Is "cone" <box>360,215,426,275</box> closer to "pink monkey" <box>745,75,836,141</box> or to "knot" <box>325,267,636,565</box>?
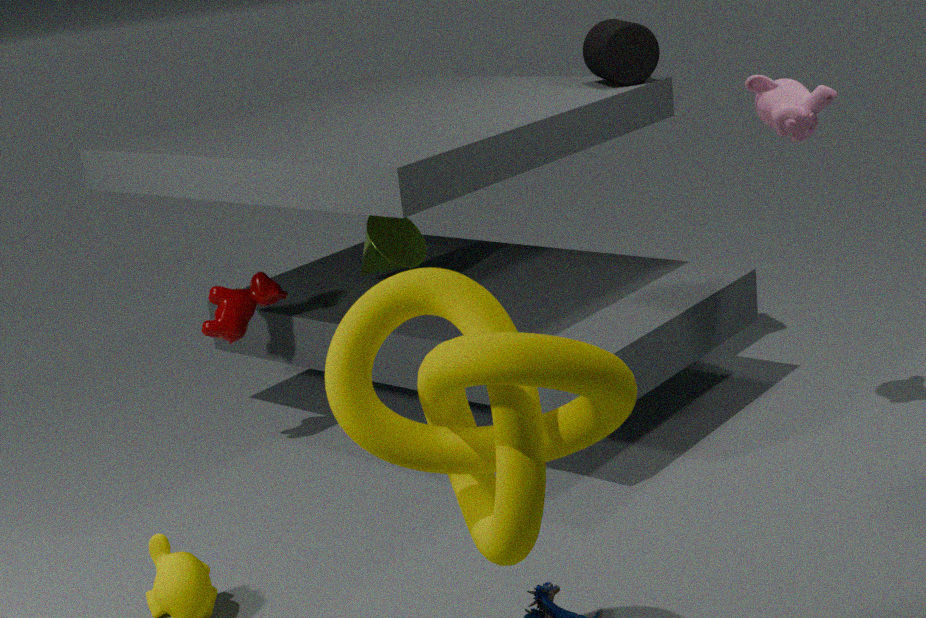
"pink monkey" <box>745,75,836,141</box>
